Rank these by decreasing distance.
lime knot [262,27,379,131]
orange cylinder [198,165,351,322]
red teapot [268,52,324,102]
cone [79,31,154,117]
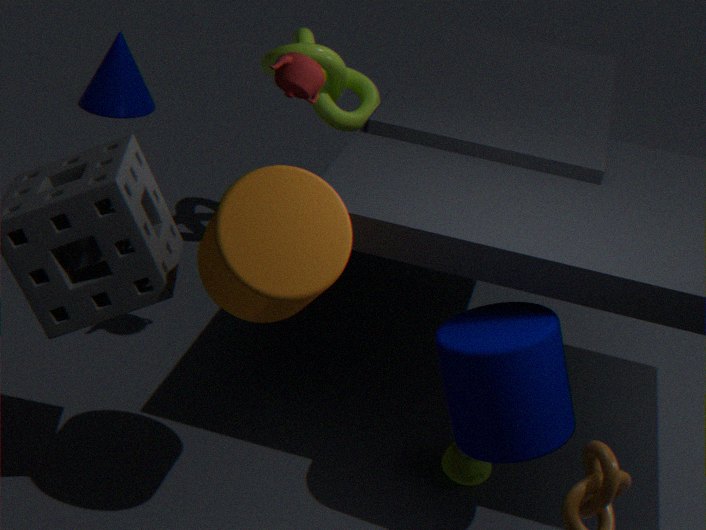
cone [79,31,154,117] → lime knot [262,27,379,131] → red teapot [268,52,324,102] → orange cylinder [198,165,351,322]
